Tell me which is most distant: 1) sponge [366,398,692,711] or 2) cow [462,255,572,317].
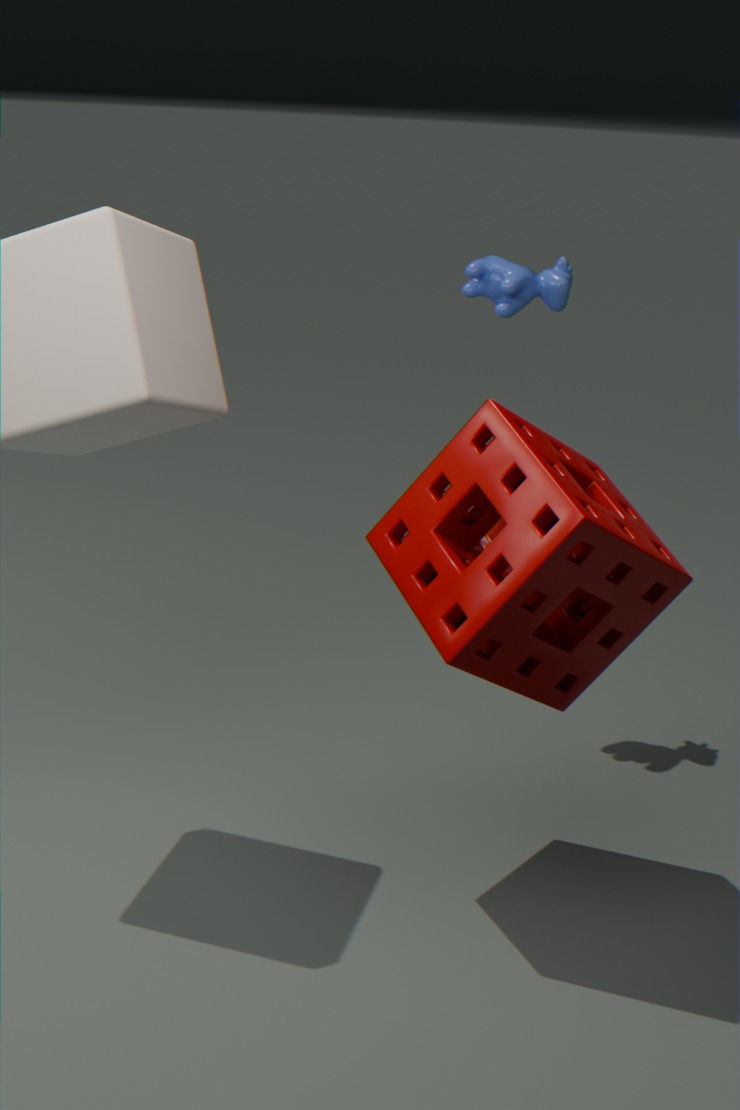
2. cow [462,255,572,317]
